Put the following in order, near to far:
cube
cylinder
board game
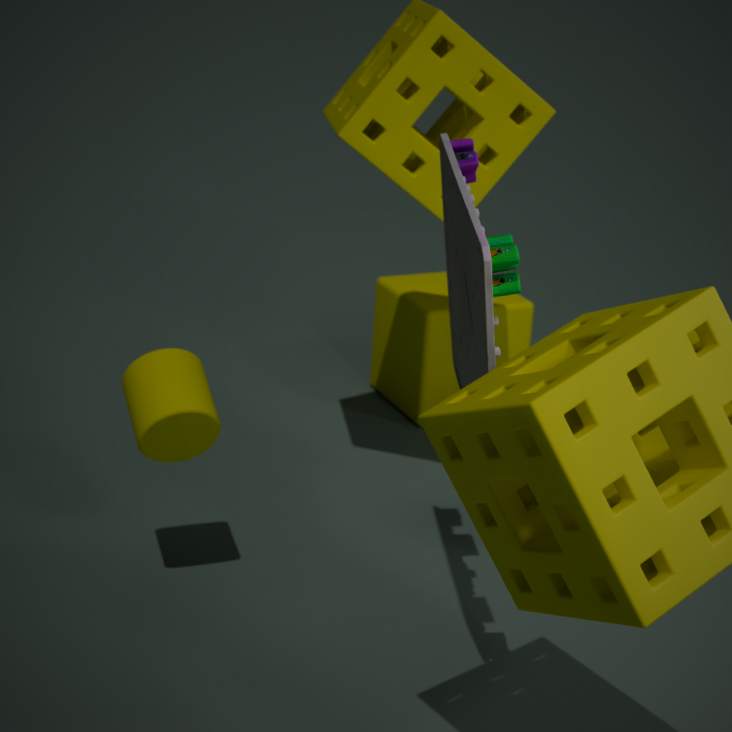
board game, cylinder, cube
